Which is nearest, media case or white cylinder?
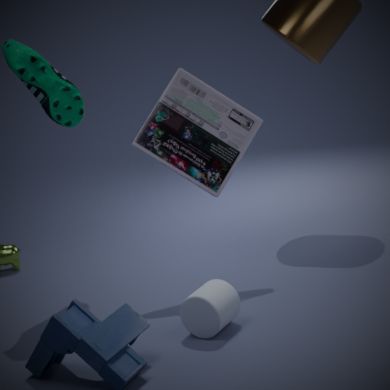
white cylinder
